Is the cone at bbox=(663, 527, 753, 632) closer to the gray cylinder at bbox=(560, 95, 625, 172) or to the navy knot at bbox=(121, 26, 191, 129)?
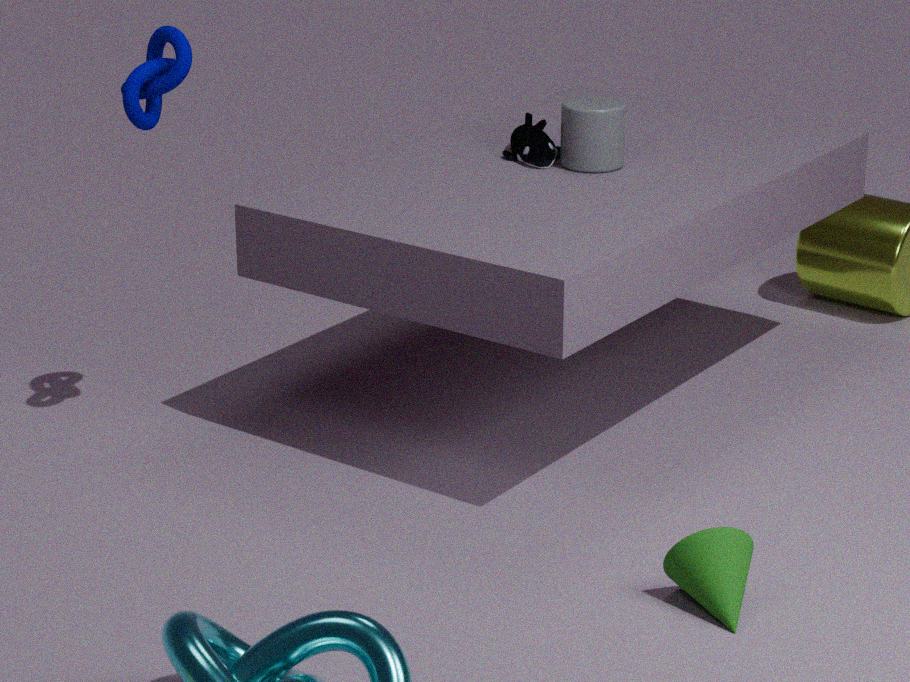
the gray cylinder at bbox=(560, 95, 625, 172)
